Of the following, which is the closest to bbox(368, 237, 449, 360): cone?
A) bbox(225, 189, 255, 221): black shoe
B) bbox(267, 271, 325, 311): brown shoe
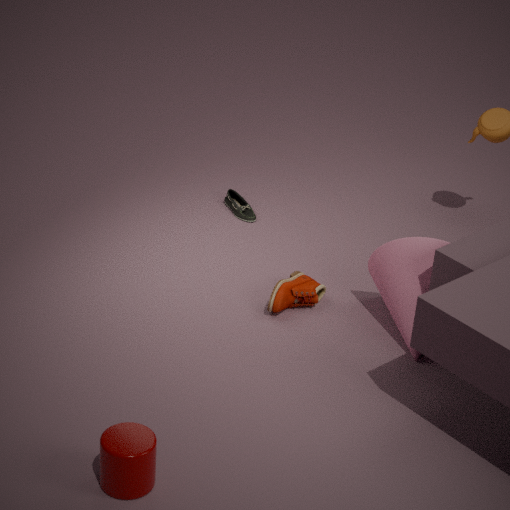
bbox(267, 271, 325, 311): brown shoe
